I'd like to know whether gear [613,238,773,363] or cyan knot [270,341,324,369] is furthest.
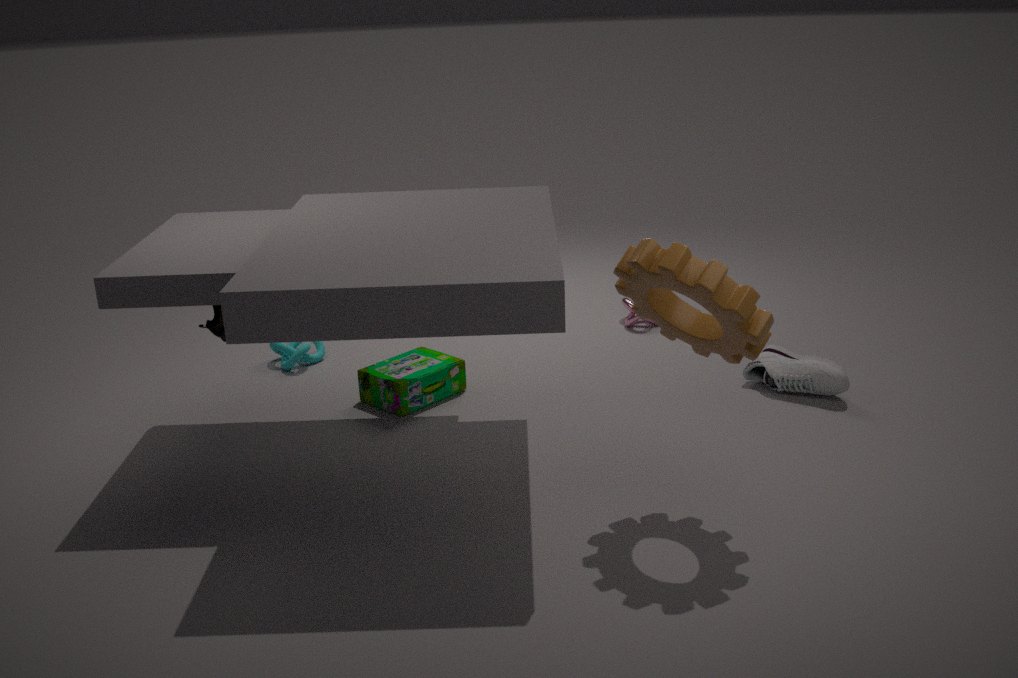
cyan knot [270,341,324,369]
